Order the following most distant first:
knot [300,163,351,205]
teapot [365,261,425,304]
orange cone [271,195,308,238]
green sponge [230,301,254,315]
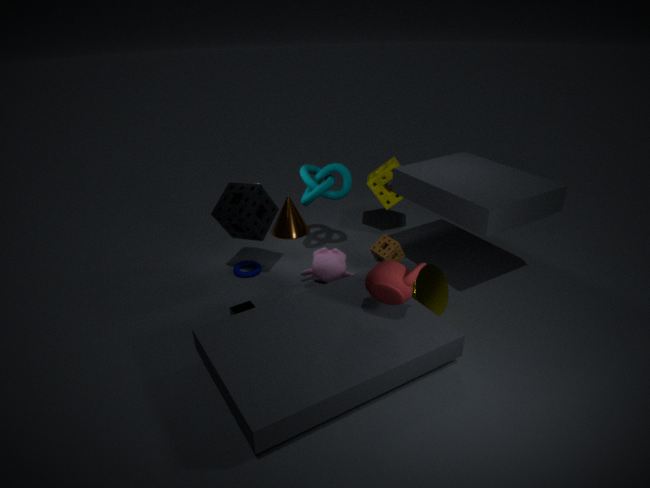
orange cone [271,195,308,238] → knot [300,163,351,205] → green sponge [230,301,254,315] → teapot [365,261,425,304]
